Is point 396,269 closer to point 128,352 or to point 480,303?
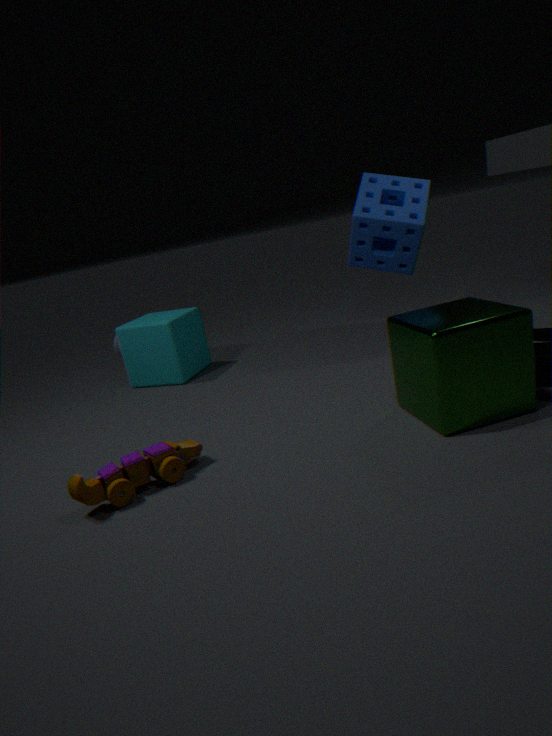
point 480,303
